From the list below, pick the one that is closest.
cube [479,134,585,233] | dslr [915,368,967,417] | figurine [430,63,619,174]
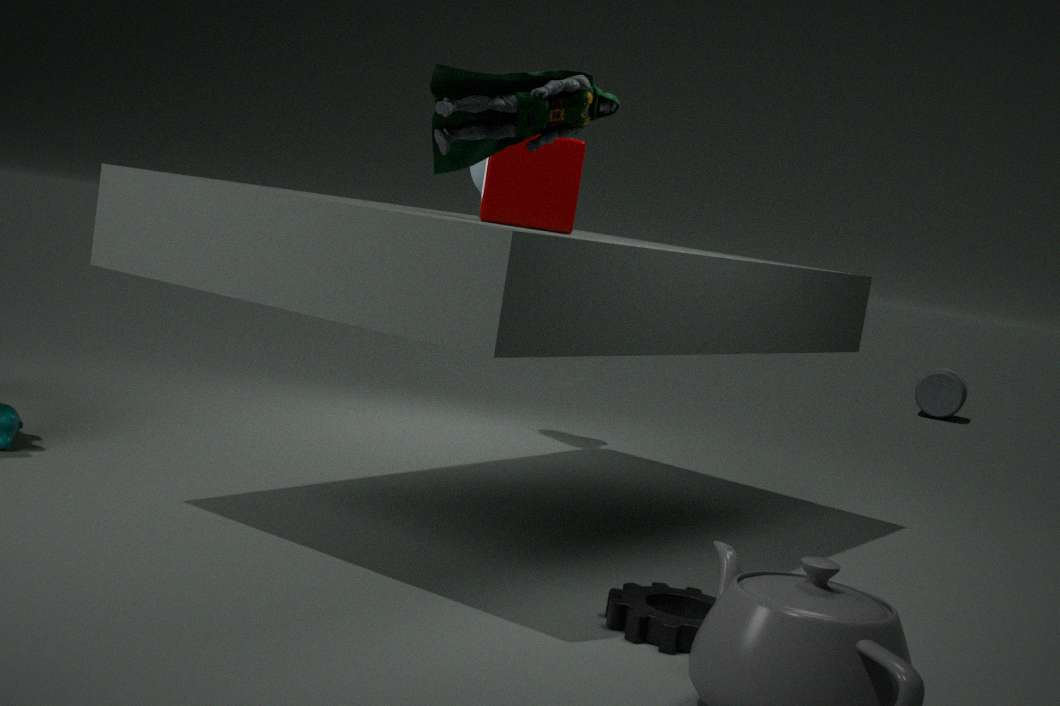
figurine [430,63,619,174]
